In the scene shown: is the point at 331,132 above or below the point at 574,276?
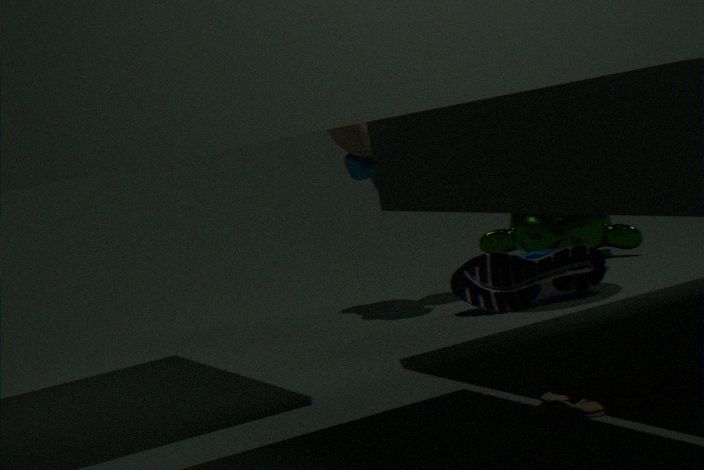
above
